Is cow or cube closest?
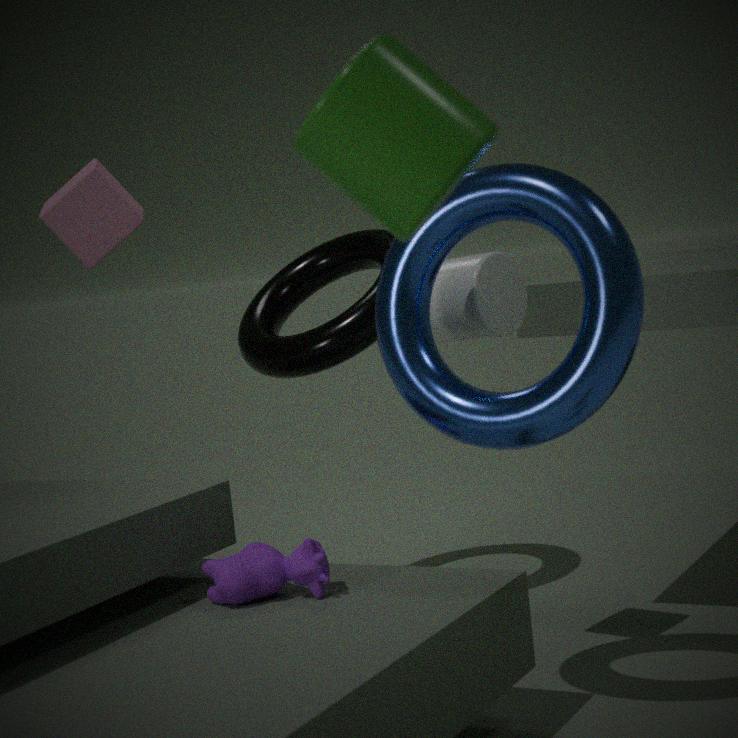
cow
